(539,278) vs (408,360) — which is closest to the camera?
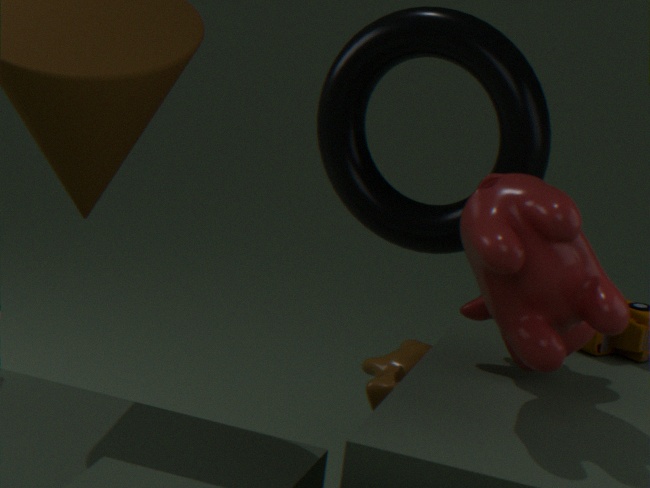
(539,278)
